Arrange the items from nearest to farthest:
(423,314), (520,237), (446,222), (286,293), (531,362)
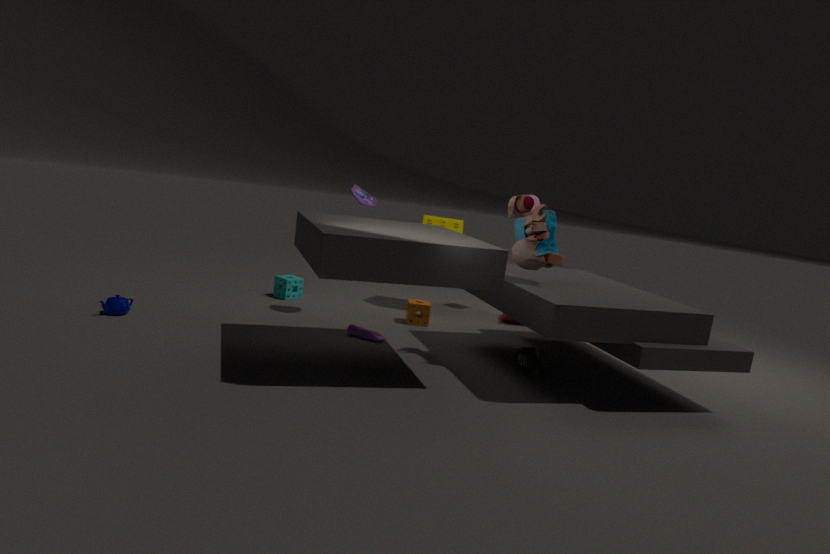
1. (520,237)
2. (531,362)
3. (423,314)
4. (286,293)
5. (446,222)
